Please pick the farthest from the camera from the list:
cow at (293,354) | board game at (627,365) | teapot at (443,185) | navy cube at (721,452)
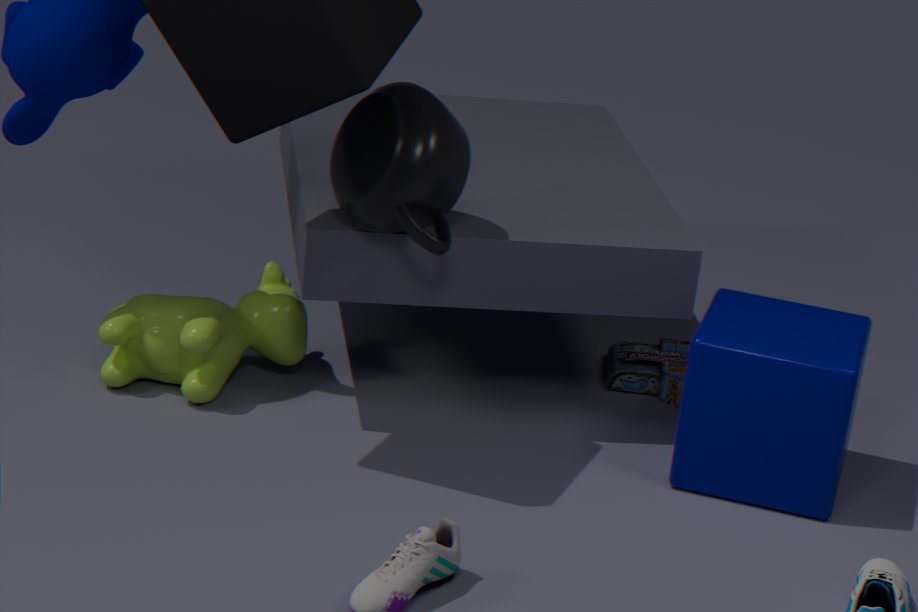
board game at (627,365)
